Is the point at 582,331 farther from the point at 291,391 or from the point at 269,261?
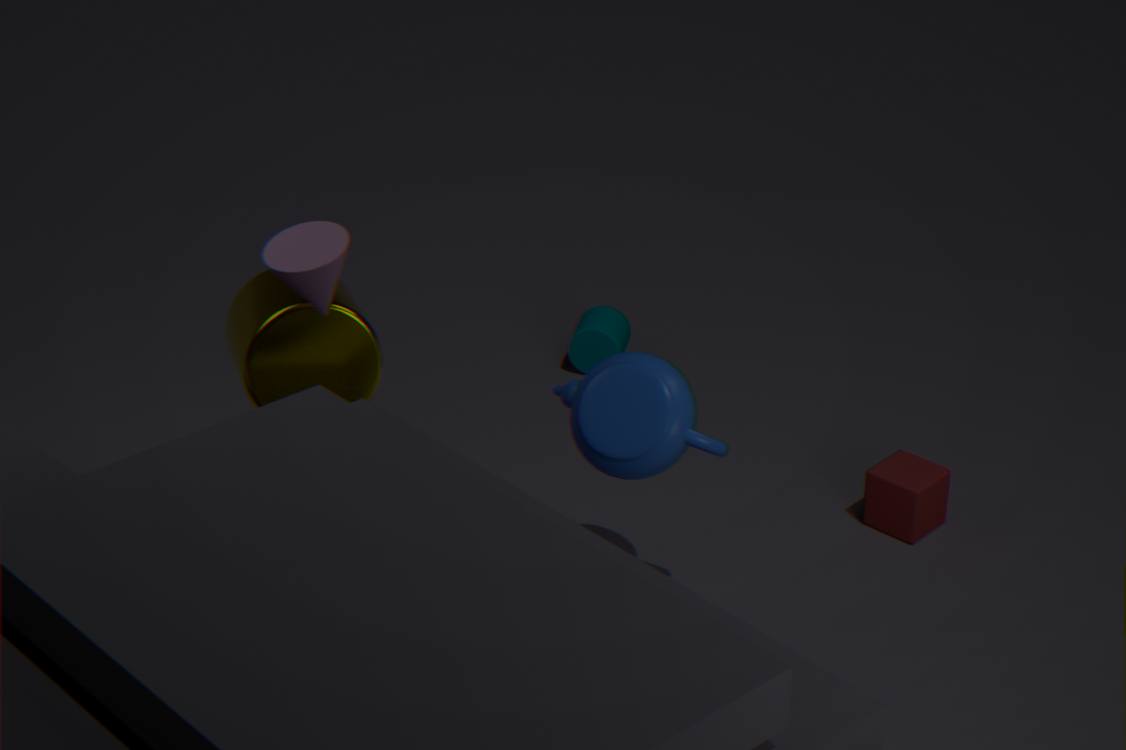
the point at 269,261
